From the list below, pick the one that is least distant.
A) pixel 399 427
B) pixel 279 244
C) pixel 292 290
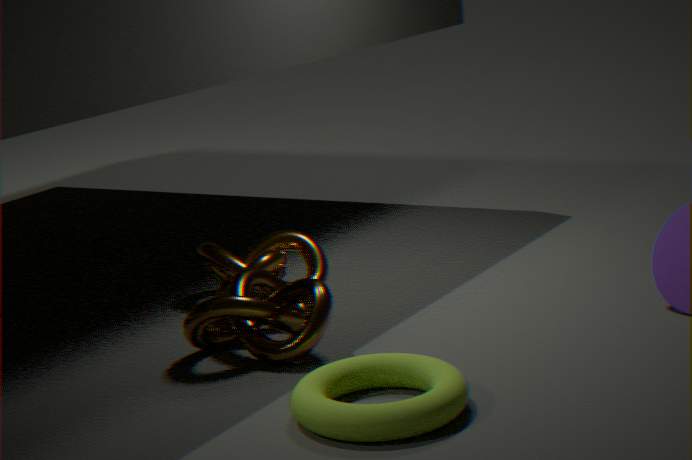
A. pixel 399 427
